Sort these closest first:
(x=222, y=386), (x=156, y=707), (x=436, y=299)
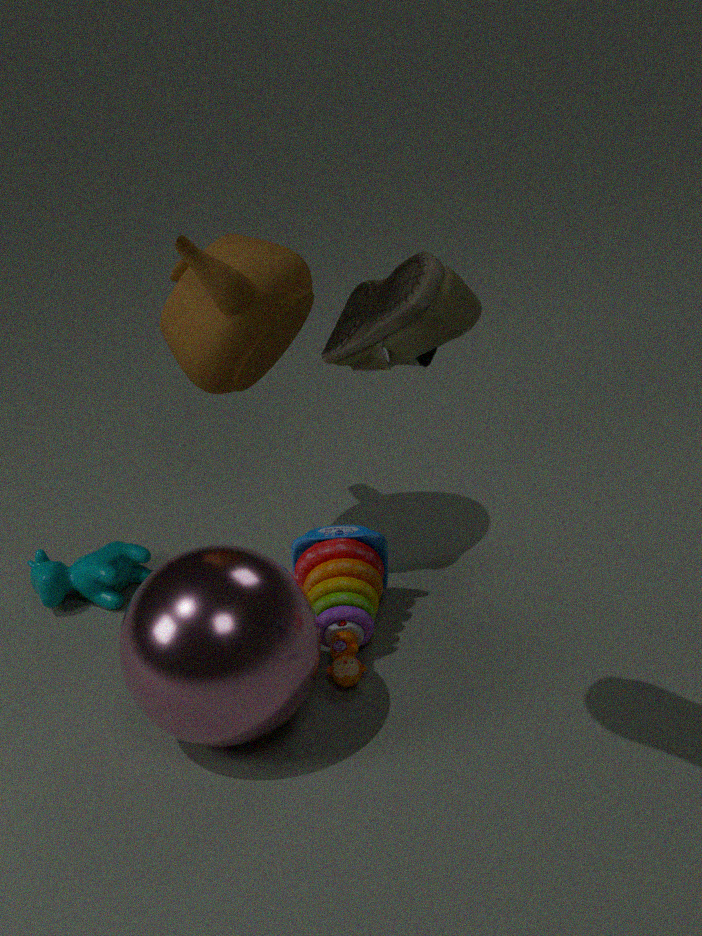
1. (x=436, y=299)
2. (x=156, y=707)
3. (x=222, y=386)
